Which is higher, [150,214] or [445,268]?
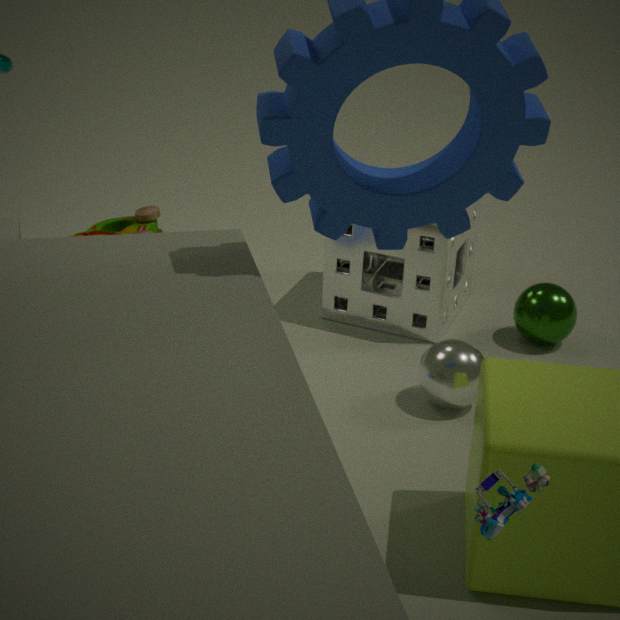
[445,268]
